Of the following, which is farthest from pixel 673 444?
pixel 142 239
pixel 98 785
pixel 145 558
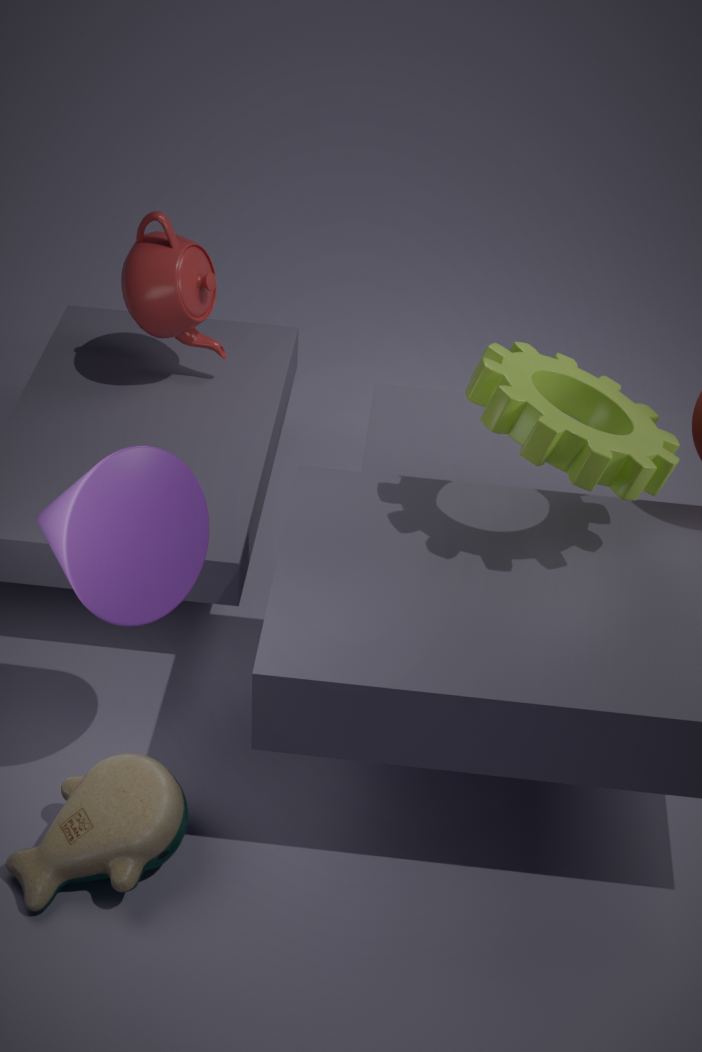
pixel 142 239
